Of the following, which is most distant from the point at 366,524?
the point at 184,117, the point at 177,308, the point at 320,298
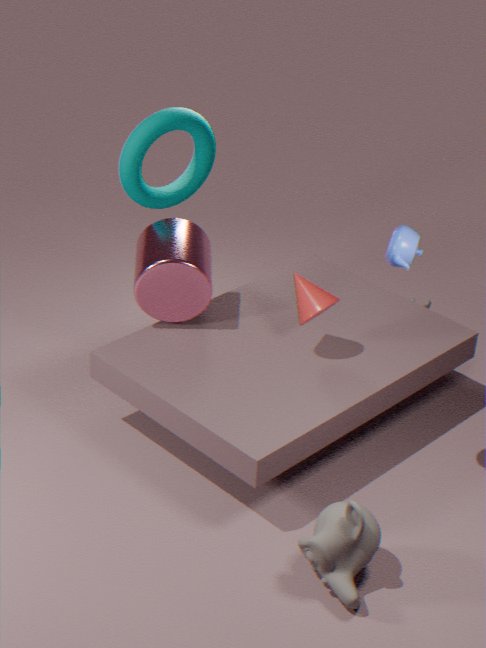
the point at 184,117
